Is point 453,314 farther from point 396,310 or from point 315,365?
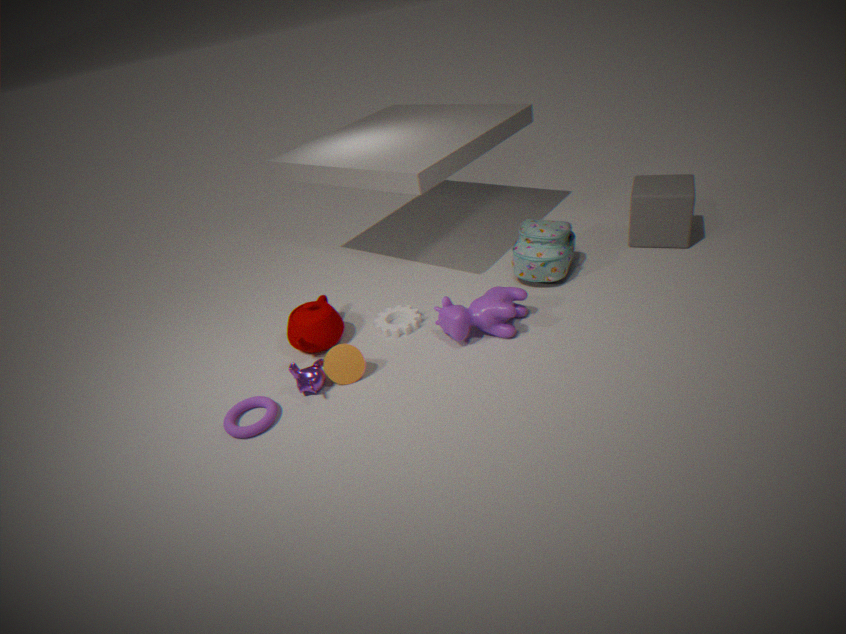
point 315,365
